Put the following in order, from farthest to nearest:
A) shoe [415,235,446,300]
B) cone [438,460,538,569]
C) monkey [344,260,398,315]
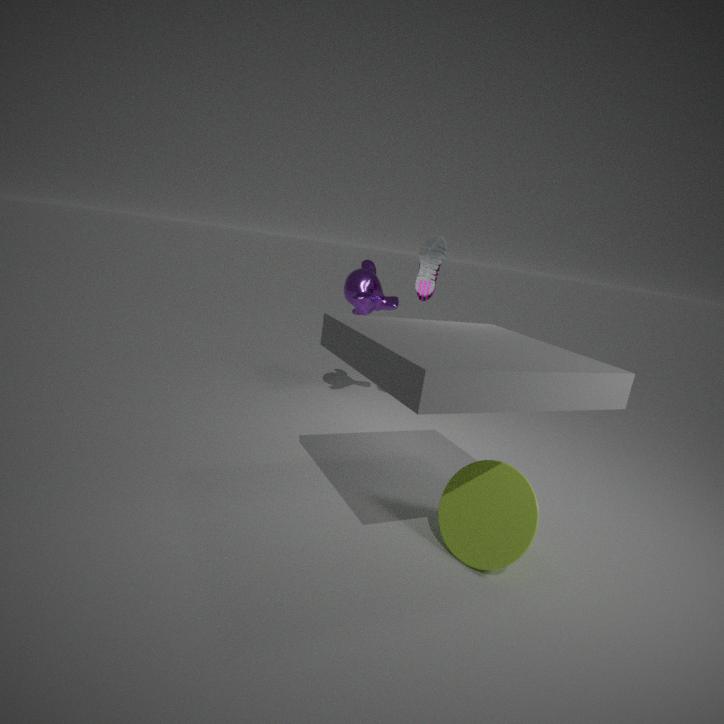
monkey [344,260,398,315], shoe [415,235,446,300], cone [438,460,538,569]
